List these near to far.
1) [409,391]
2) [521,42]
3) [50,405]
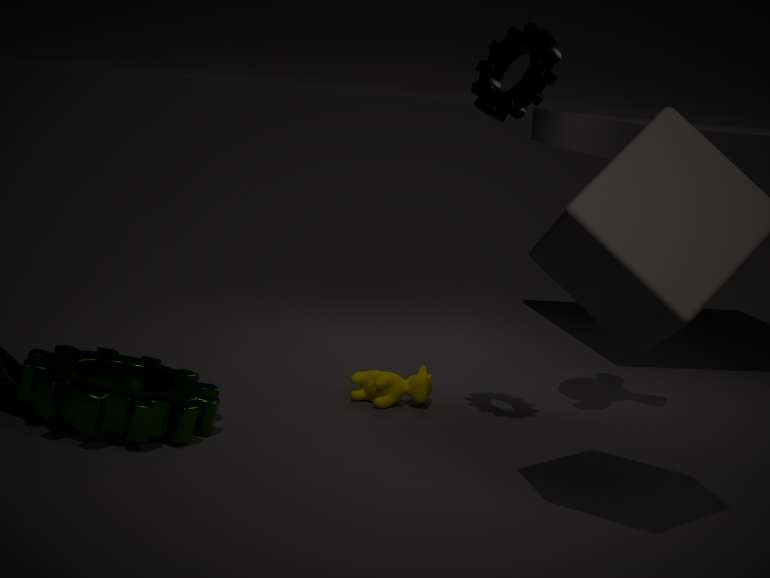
1. 3. [50,405]
2. 2. [521,42]
3. 1. [409,391]
